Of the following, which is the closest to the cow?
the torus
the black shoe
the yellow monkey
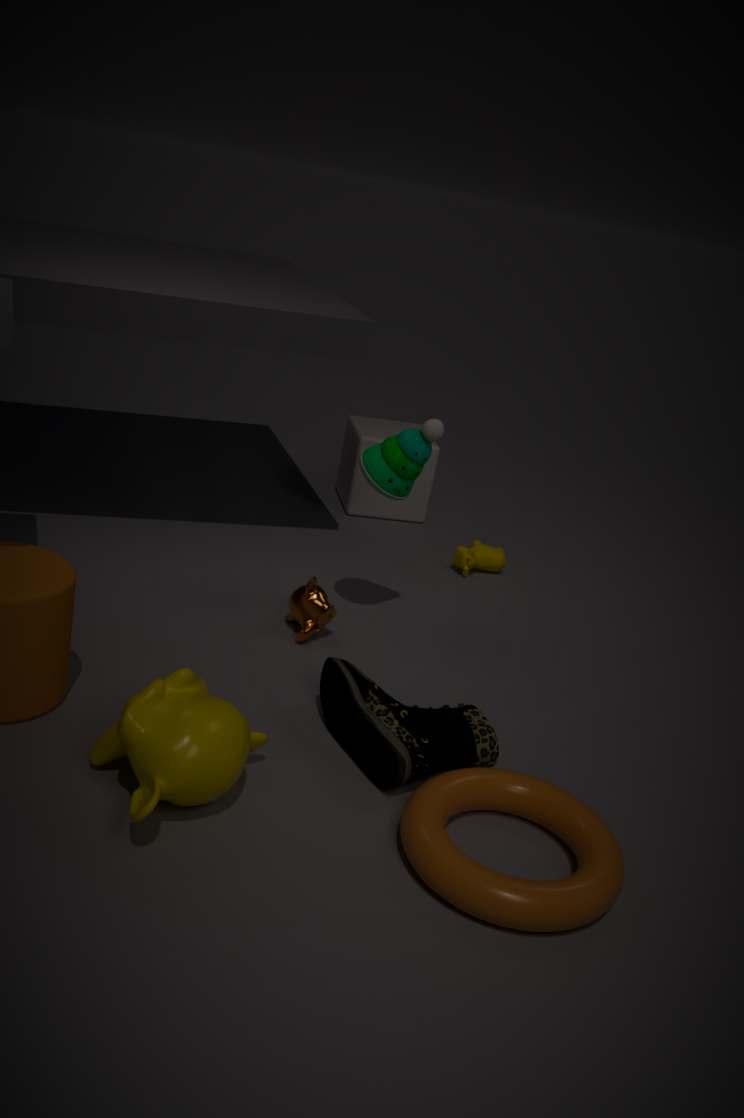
the black shoe
